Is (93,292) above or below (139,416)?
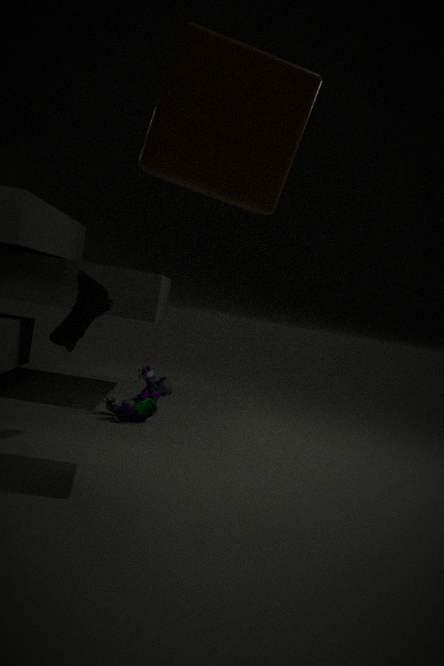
above
